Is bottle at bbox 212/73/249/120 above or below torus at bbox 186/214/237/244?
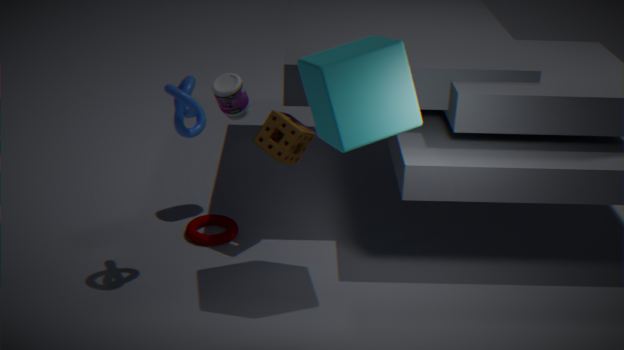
above
